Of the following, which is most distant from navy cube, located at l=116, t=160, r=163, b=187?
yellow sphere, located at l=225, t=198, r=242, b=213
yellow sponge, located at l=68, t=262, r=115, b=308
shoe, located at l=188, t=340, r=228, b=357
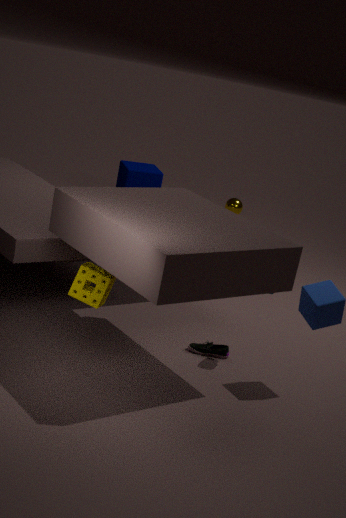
yellow sponge, located at l=68, t=262, r=115, b=308
